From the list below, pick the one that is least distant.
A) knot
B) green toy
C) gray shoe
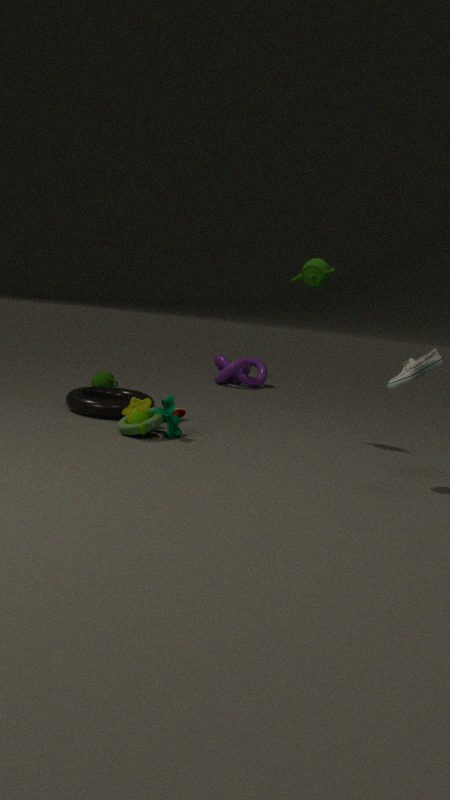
gray shoe
